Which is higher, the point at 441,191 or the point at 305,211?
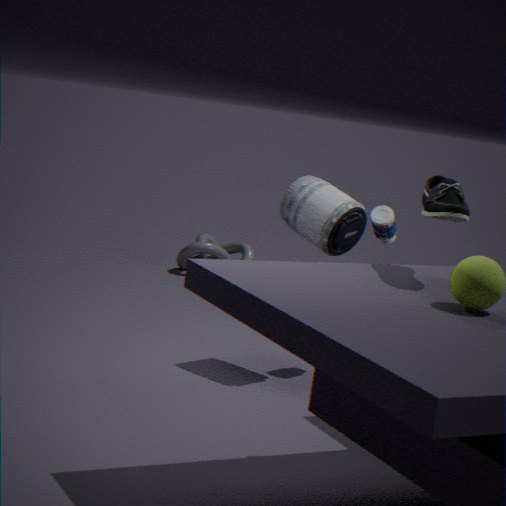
the point at 441,191
